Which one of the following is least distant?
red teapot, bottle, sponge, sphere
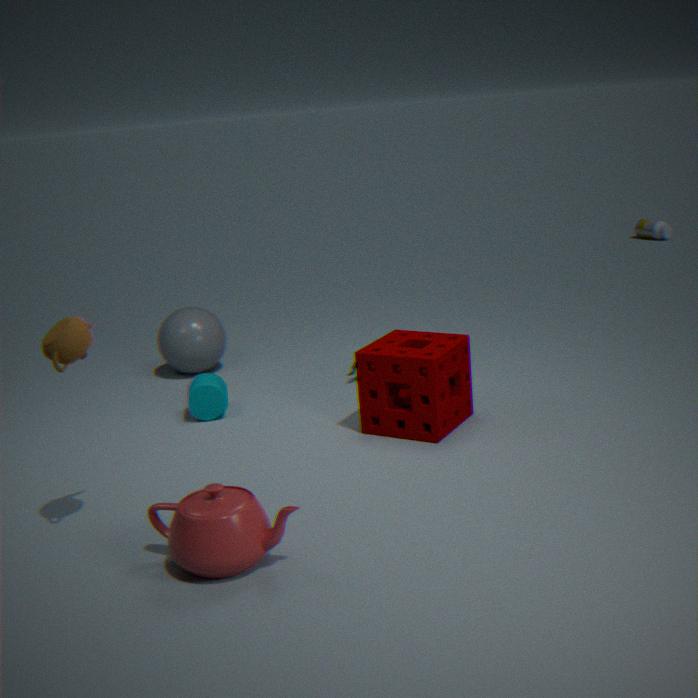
red teapot
